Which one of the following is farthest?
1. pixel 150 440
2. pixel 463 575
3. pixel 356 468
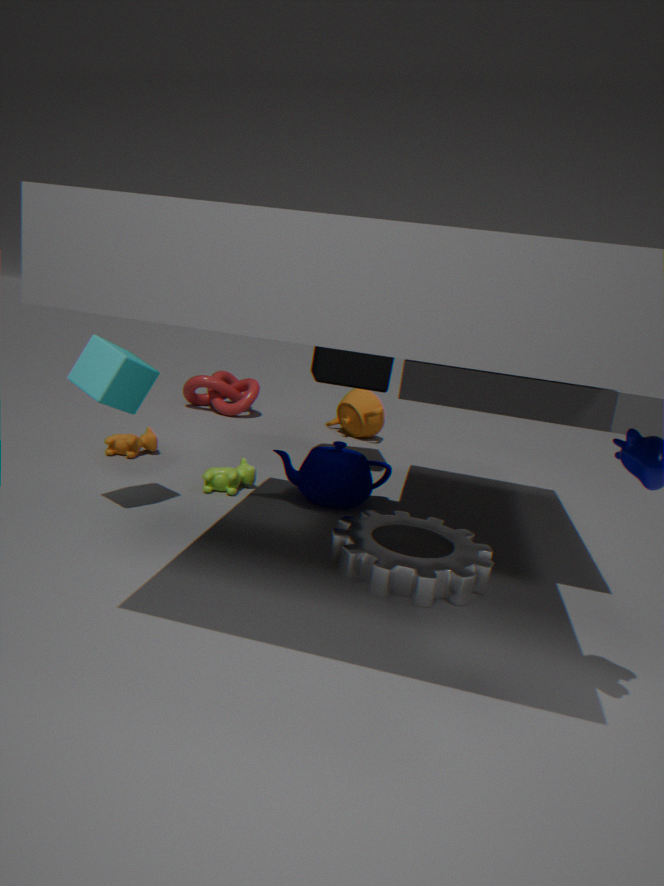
pixel 150 440
